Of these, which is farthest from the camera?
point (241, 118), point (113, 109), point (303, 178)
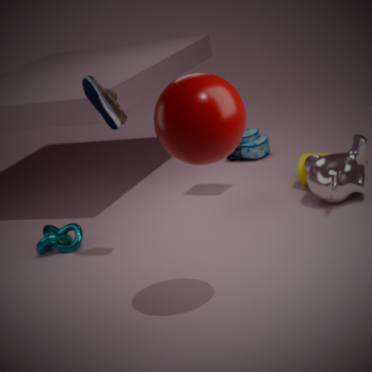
point (303, 178)
